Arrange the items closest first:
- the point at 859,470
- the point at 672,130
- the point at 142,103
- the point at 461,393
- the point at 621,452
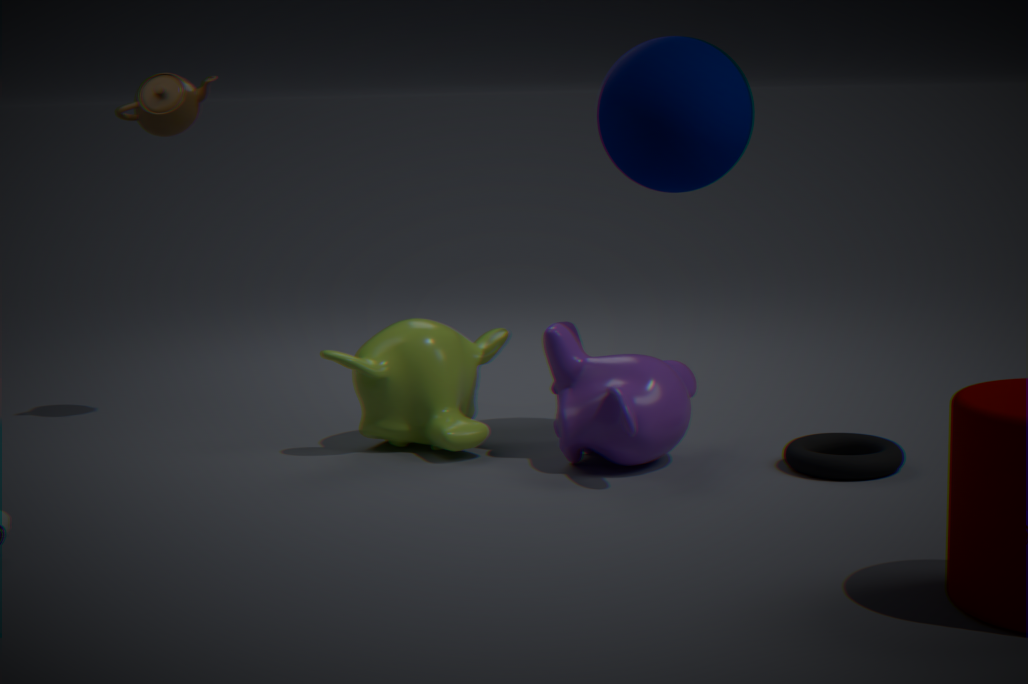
the point at 859,470 < the point at 672,130 < the point at 621,452 < the point at 461,393 < the point at 142,103
